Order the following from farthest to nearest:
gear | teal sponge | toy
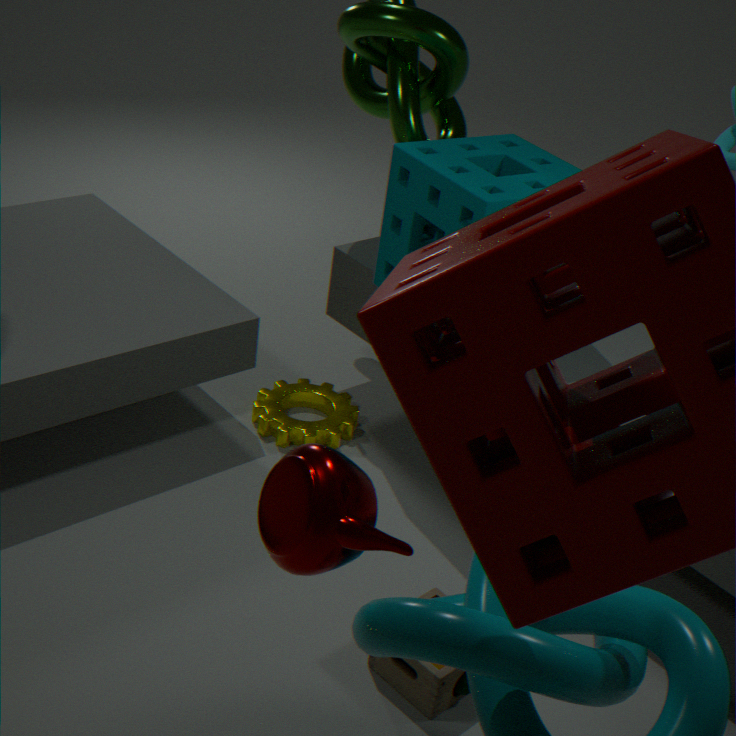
1. gear
2. teal sponge
3. toy
